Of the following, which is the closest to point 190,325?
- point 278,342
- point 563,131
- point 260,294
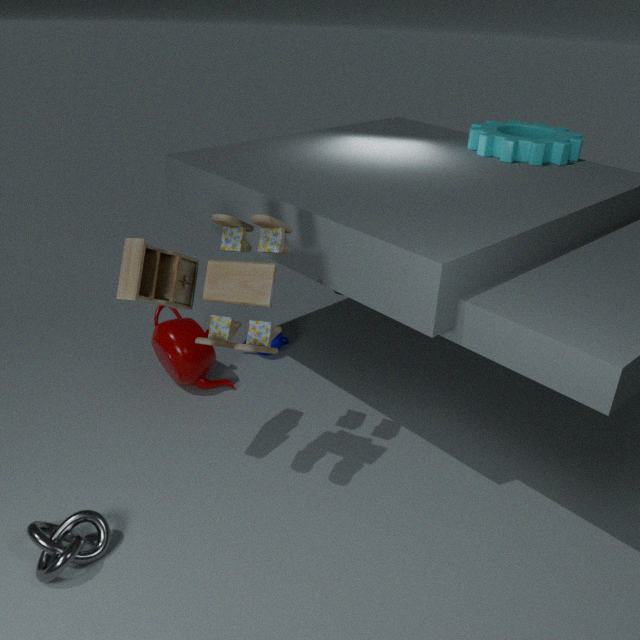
point 278,342
